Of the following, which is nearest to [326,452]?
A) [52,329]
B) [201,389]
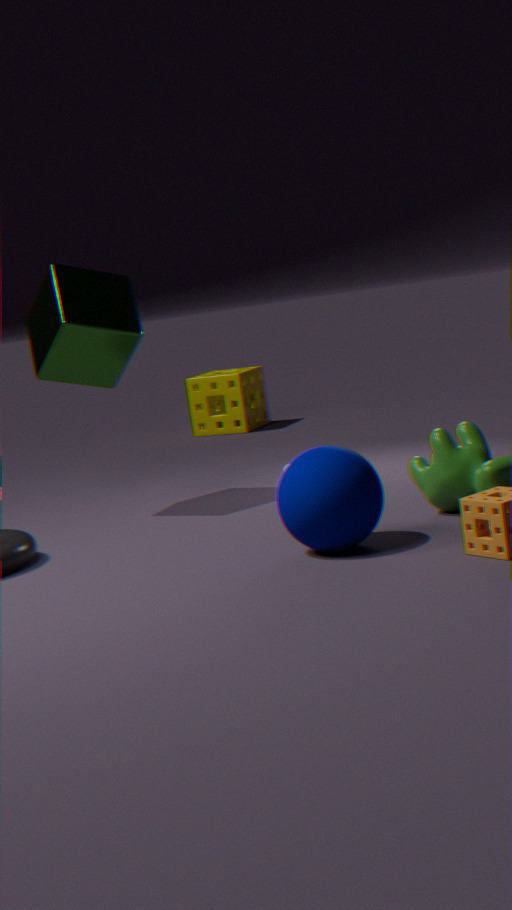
[52,329]
